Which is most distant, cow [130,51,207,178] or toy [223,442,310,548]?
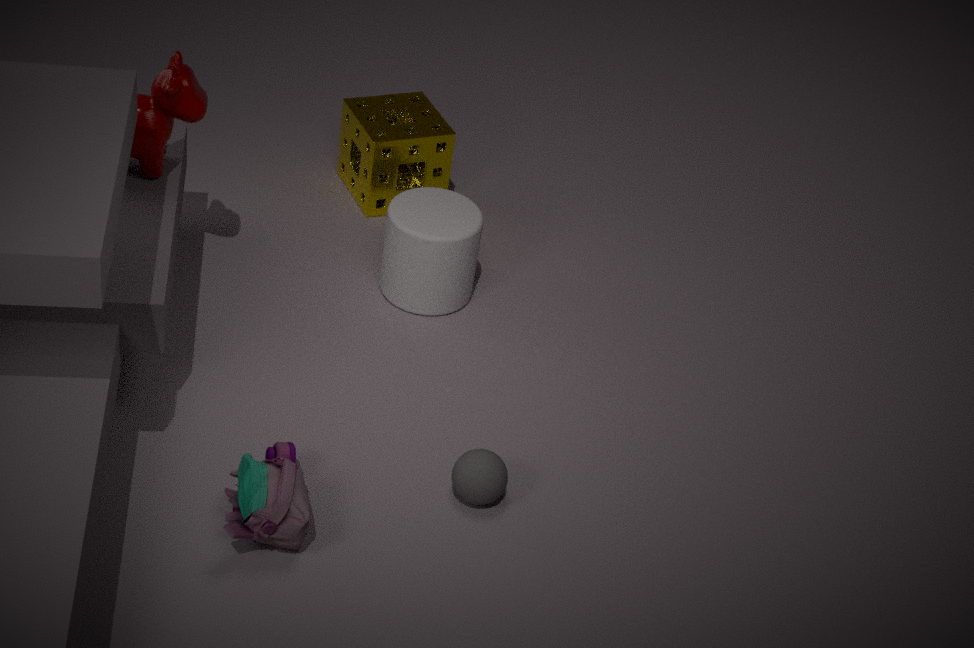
cow [130,51,207,178]
